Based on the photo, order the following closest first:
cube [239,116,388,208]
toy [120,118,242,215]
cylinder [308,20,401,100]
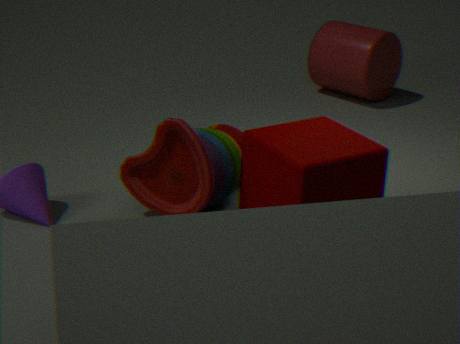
1. cube [239,116,388,208]
2. toy [120,118,242,215]
3. cylinder [308,20,401,100]
